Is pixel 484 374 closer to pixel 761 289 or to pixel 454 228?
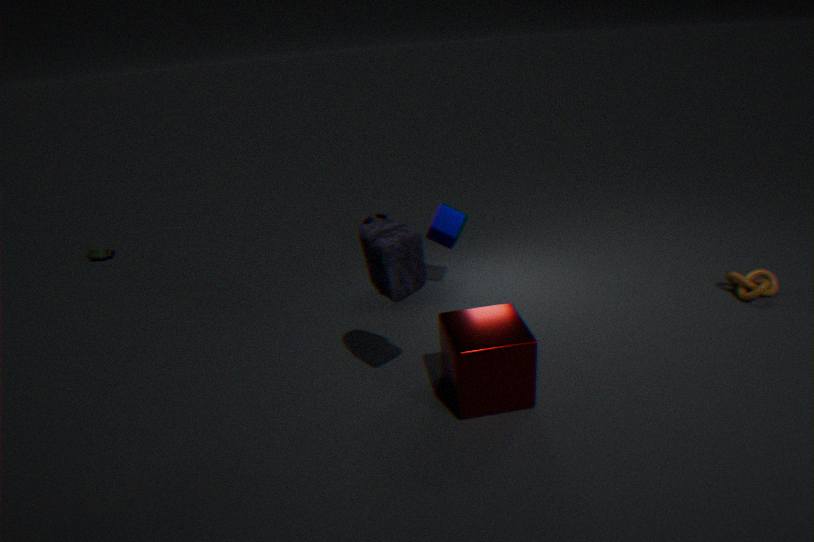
pixel 454 228
